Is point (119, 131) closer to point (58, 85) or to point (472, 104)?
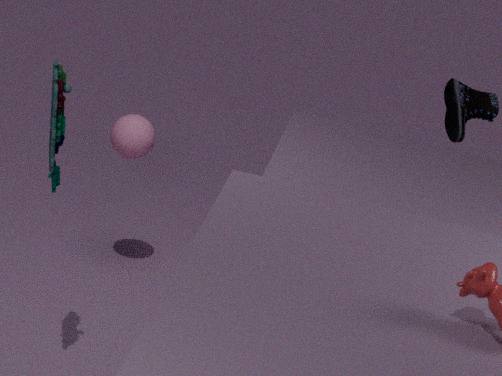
point (58, 85)
